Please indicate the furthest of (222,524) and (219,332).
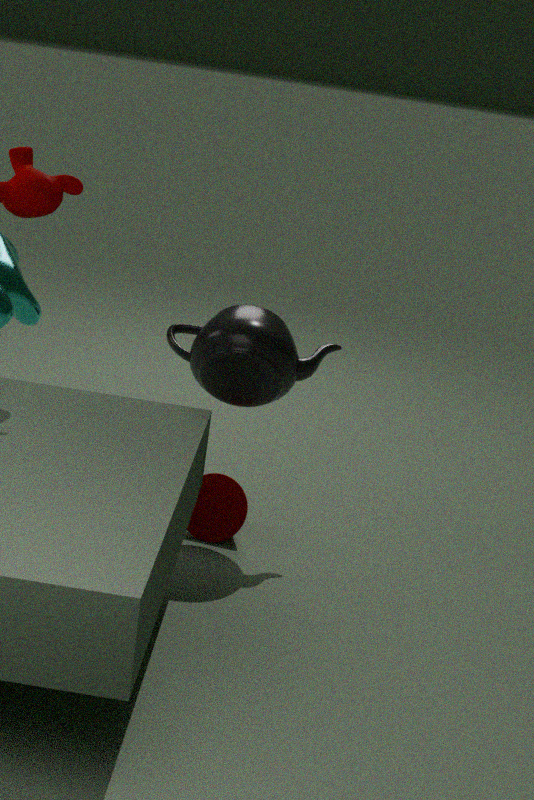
(222,524)
